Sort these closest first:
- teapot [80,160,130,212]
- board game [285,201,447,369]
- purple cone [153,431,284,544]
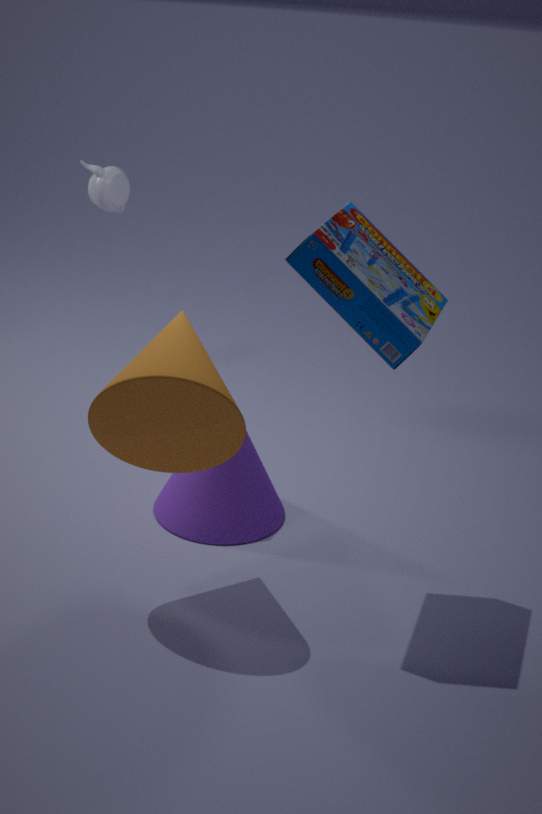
board game [285,201,447,369] < purple cone [153,431,284,544] < teapot [80,160,130,212]
